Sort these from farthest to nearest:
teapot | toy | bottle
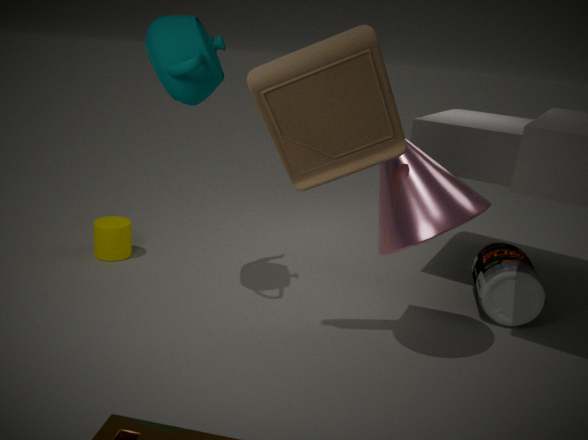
bottle < teapot < toy
